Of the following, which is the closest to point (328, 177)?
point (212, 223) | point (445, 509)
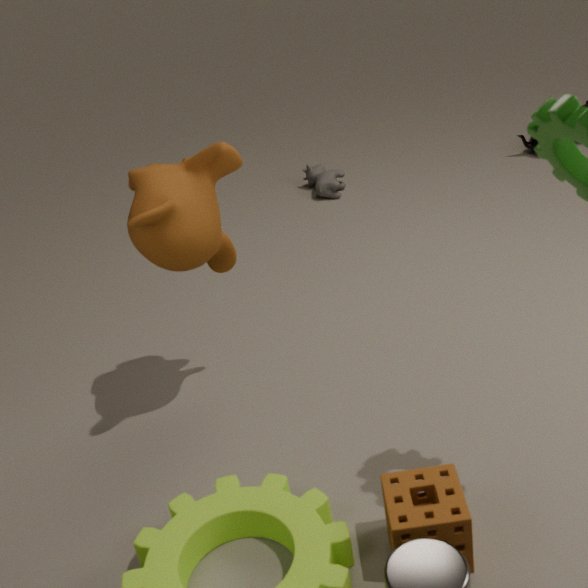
point (212, 223)
